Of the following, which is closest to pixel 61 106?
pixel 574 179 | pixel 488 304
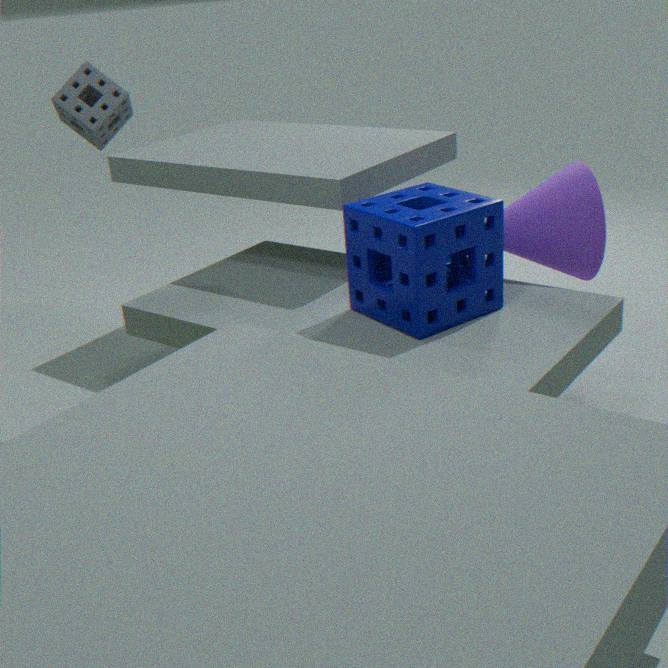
pixel 488 304
